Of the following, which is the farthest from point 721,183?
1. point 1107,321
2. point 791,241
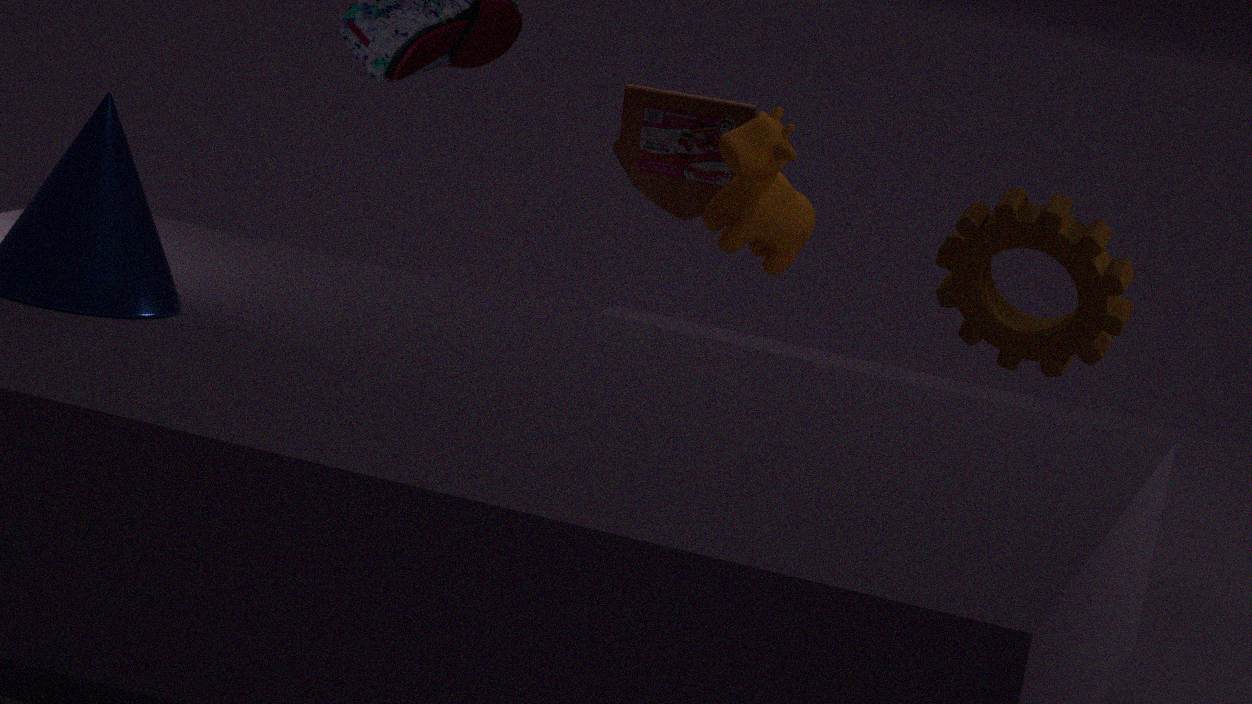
point 1107,321
